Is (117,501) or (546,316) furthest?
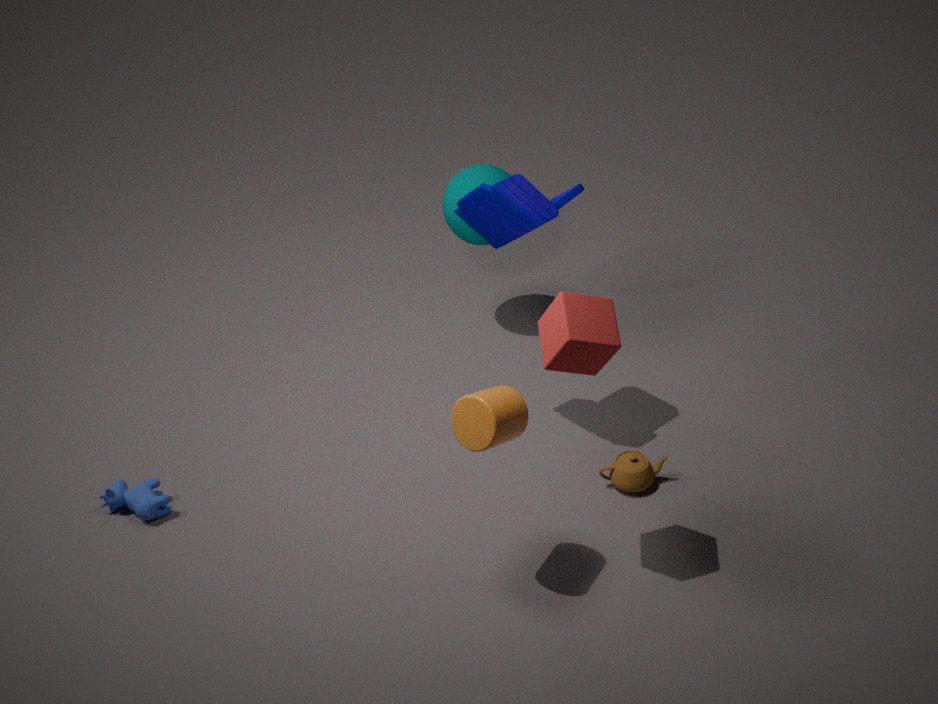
(117,501)
